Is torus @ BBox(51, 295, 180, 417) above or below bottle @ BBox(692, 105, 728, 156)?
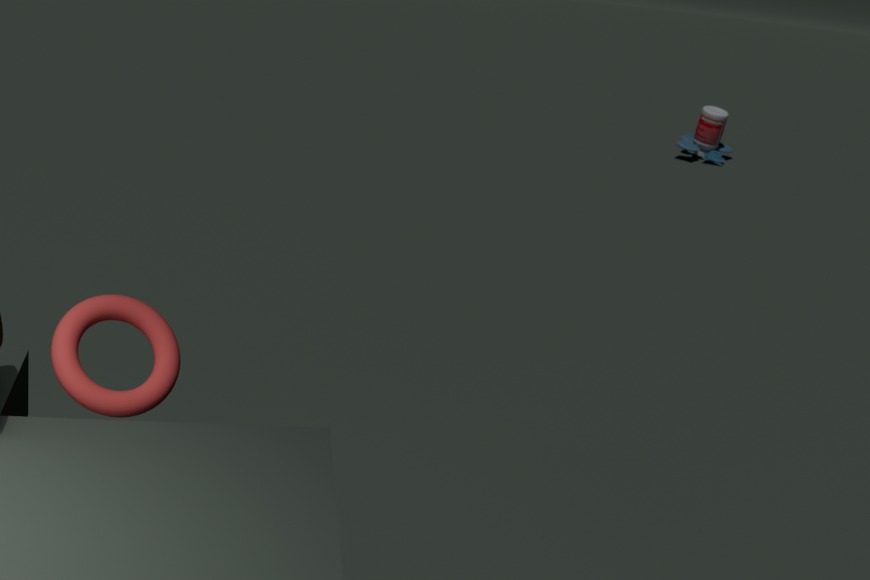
above
